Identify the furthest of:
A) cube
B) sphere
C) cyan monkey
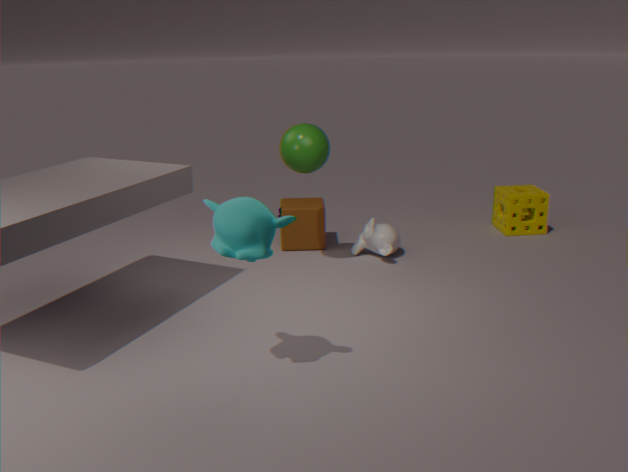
cube
